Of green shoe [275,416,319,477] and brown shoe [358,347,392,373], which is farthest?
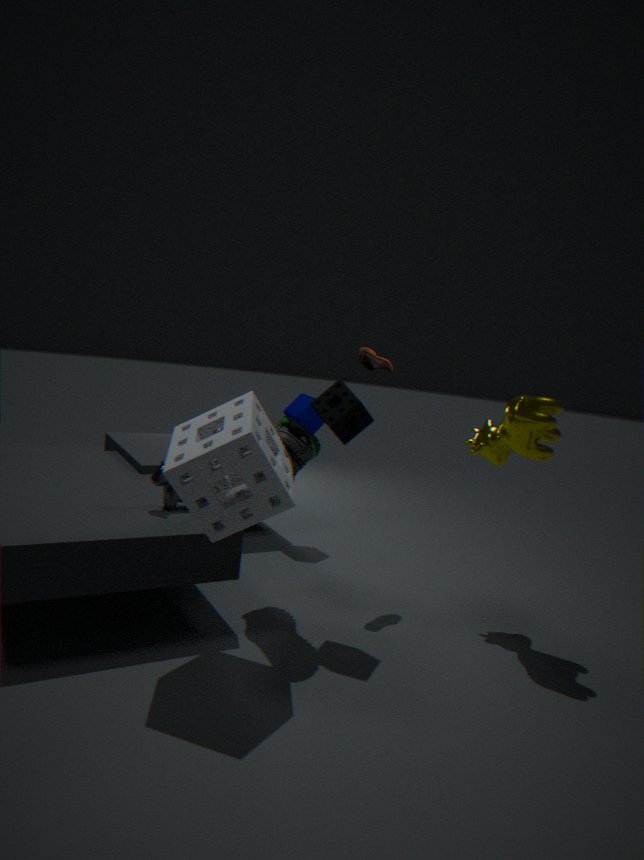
brown shoe [358,347,392,373]
